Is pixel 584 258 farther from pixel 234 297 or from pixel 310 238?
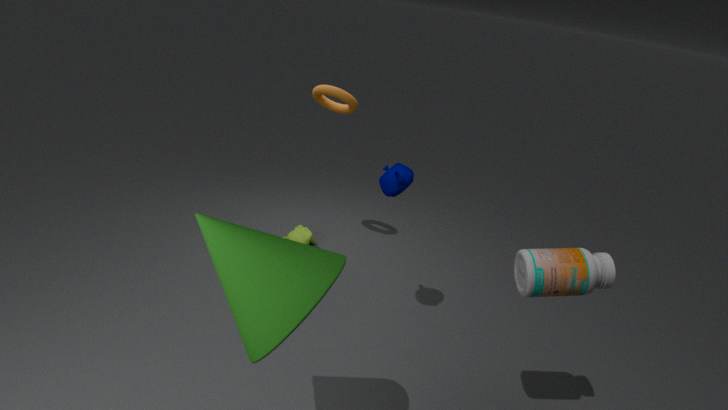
pixel 310 238
